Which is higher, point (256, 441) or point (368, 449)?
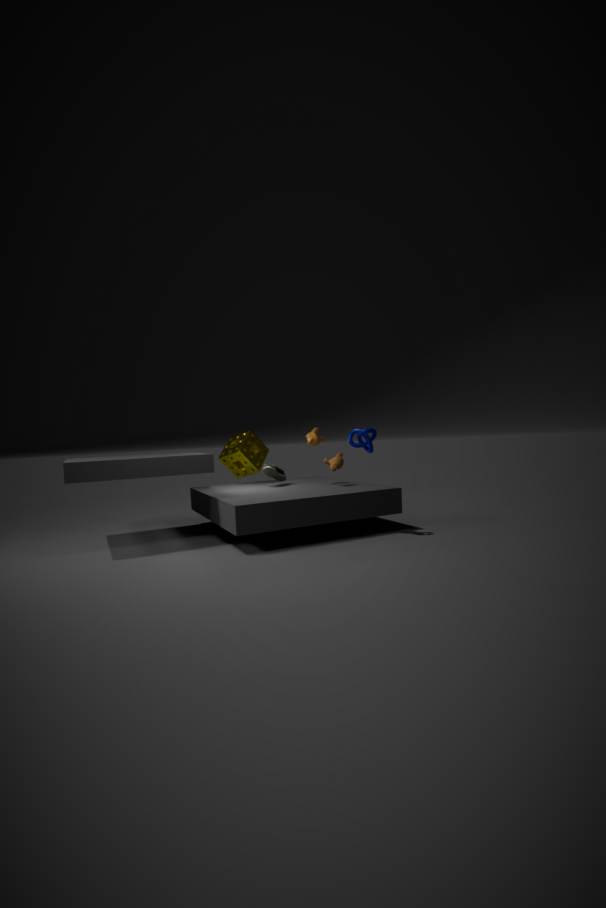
point (368, 449)
